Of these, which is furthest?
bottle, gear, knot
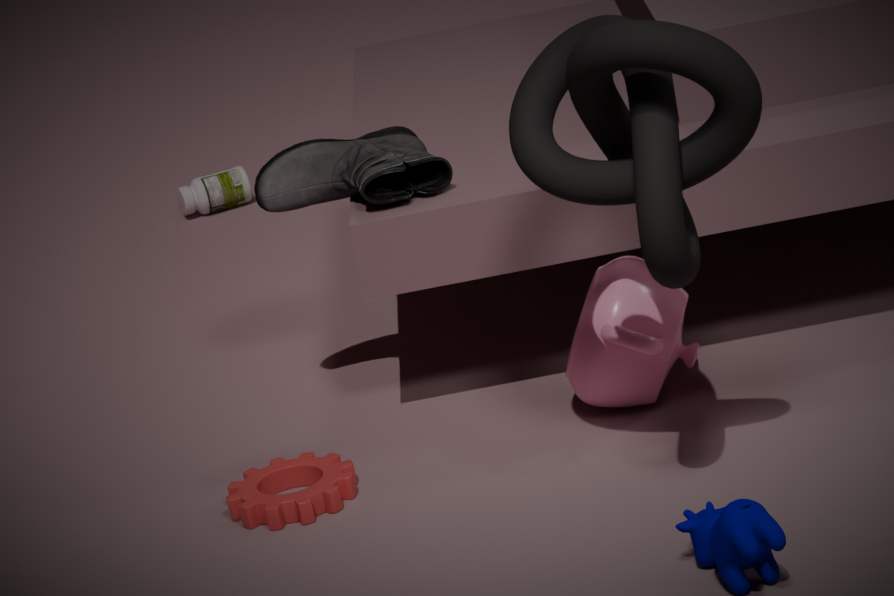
bottle
